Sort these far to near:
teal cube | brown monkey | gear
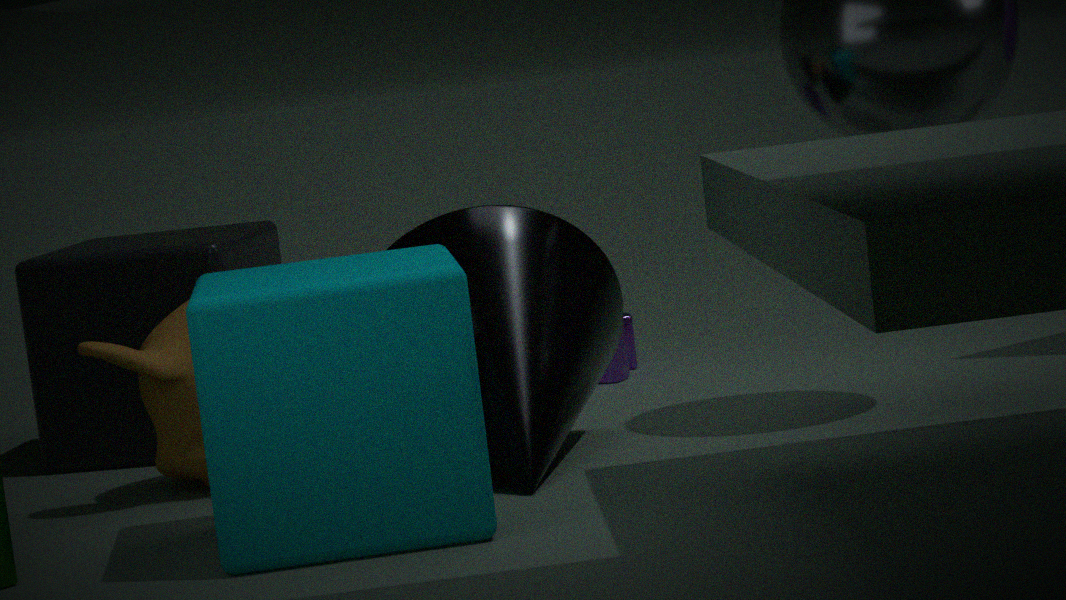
1. gear
2. brown monkey
3. teal cube
